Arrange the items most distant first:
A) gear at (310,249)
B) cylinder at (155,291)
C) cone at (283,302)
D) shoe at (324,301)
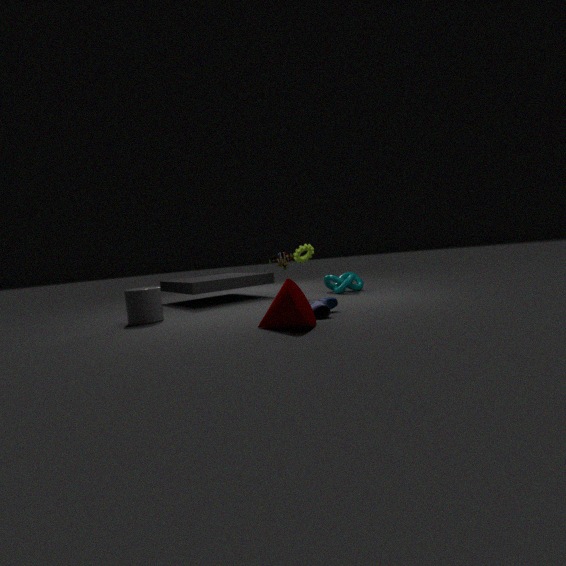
gear at (310,249) < cylinder at (155,291) < shoe at (324,301) < cone at (283,302)
